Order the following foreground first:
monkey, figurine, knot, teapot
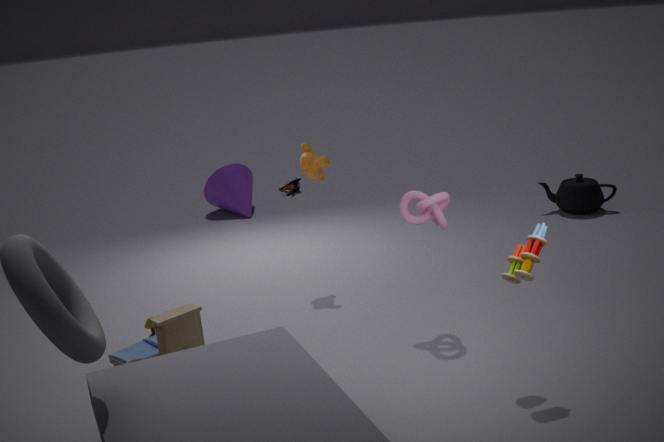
knot < monkey < teapot < figurine
